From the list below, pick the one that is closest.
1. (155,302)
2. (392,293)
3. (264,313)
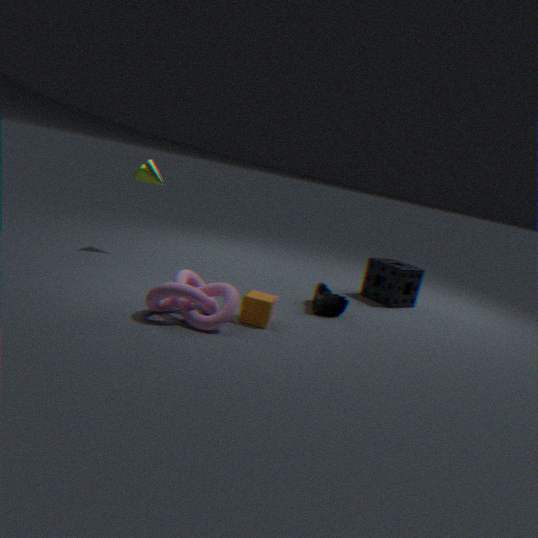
(155,302)
